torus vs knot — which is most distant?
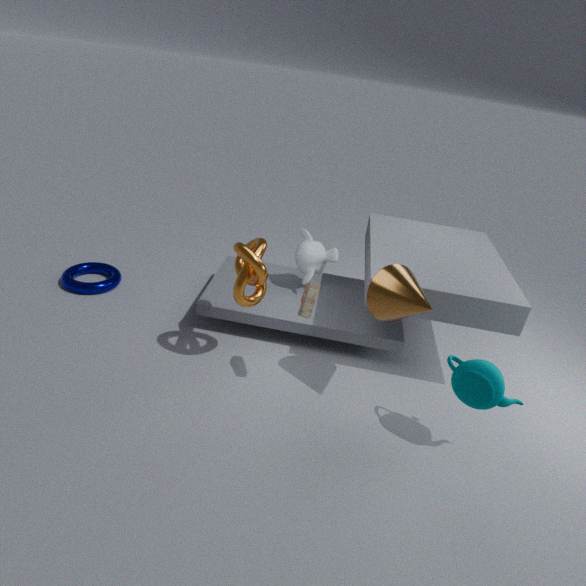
torus
